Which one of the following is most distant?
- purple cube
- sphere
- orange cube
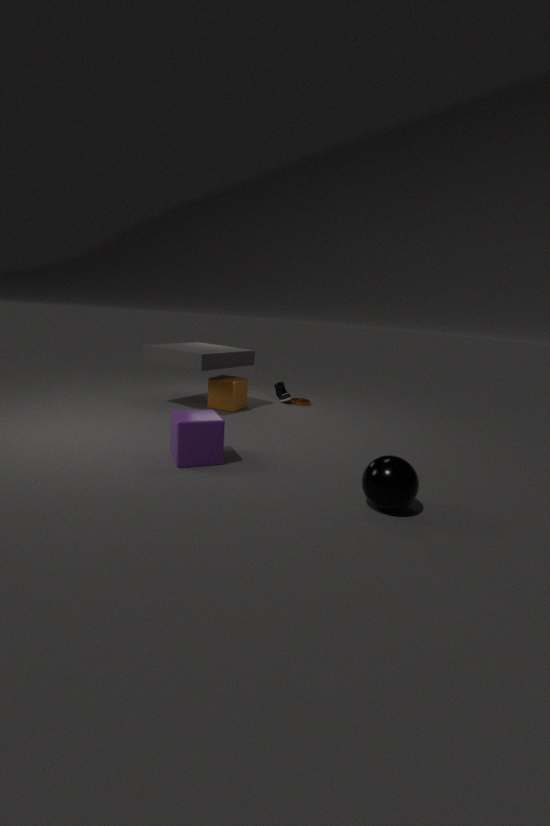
orange cube
